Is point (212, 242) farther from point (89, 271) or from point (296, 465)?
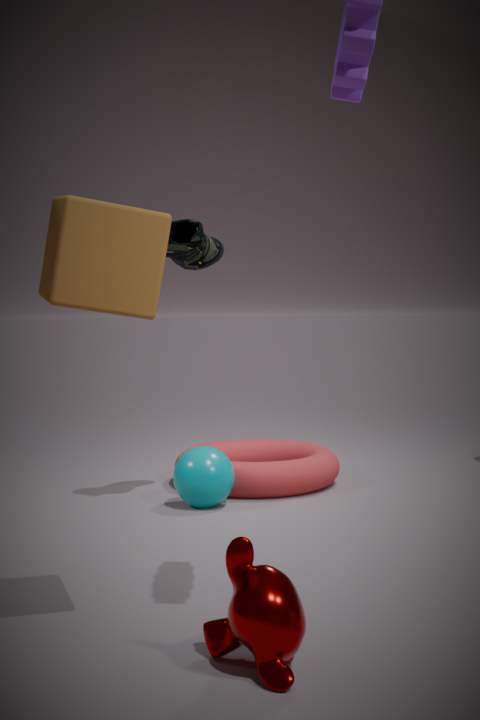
point (89, 271)
